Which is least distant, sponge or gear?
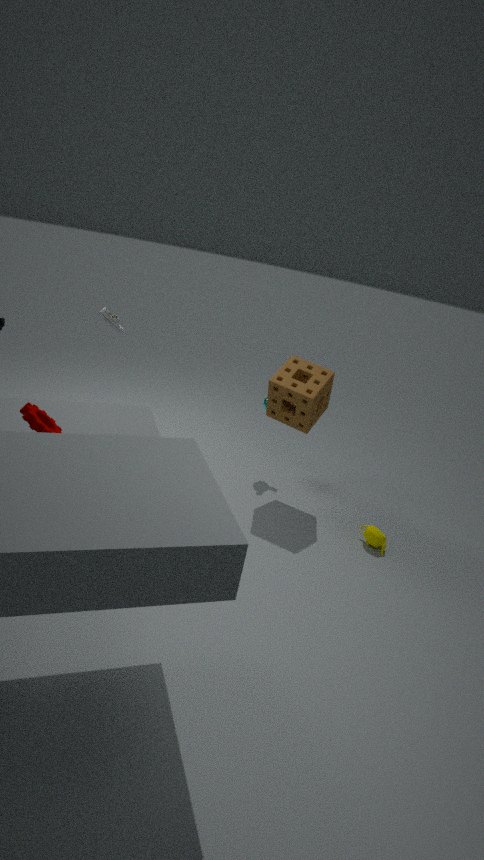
gear
